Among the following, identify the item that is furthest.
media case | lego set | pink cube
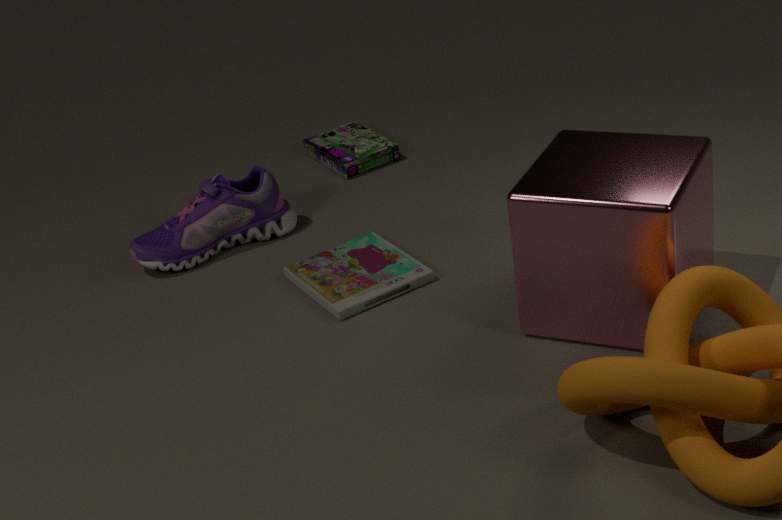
lego set
